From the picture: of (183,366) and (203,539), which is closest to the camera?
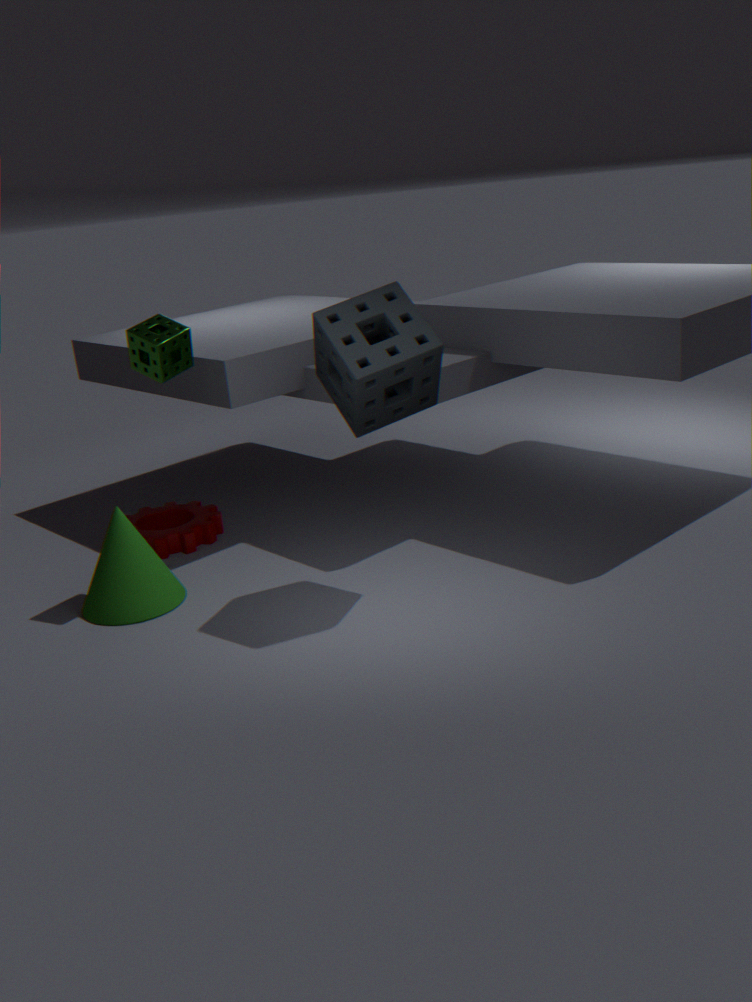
(183,366)
